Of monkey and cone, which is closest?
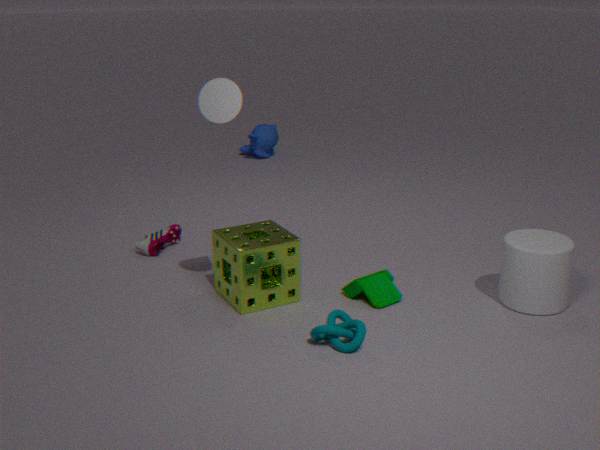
cone
